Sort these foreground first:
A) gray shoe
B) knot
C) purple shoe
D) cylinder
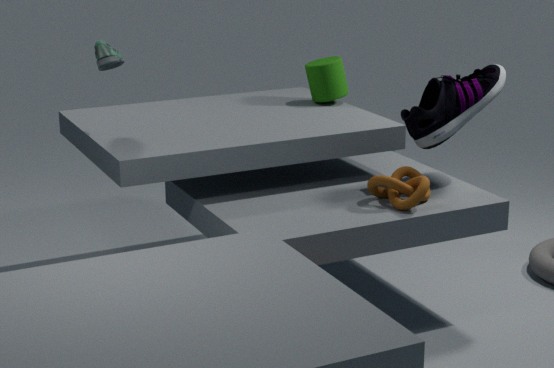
knot
gray shoe
purple shoe
cylinder
